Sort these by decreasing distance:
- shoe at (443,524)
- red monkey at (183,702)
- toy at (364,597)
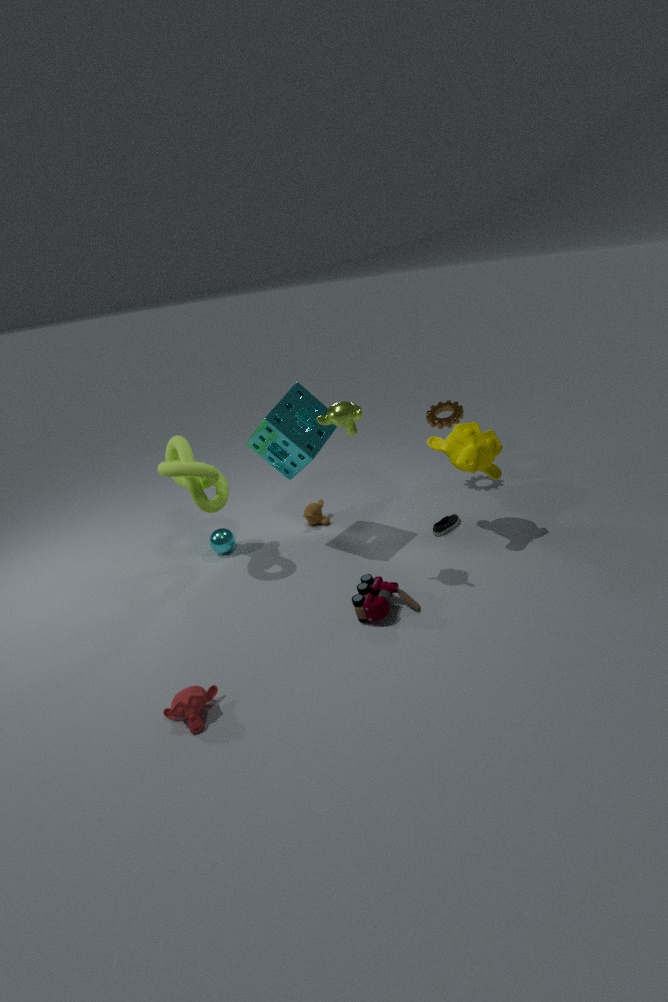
shoe at (443,524) → toy at (364,597) → red monkey at (183,702)
